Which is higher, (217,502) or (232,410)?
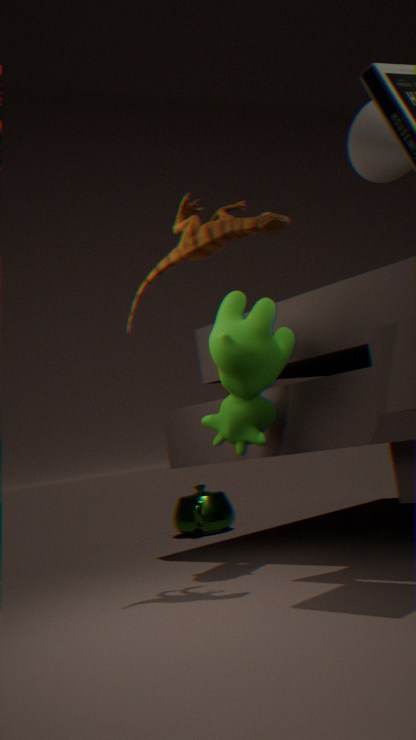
(232,410)
